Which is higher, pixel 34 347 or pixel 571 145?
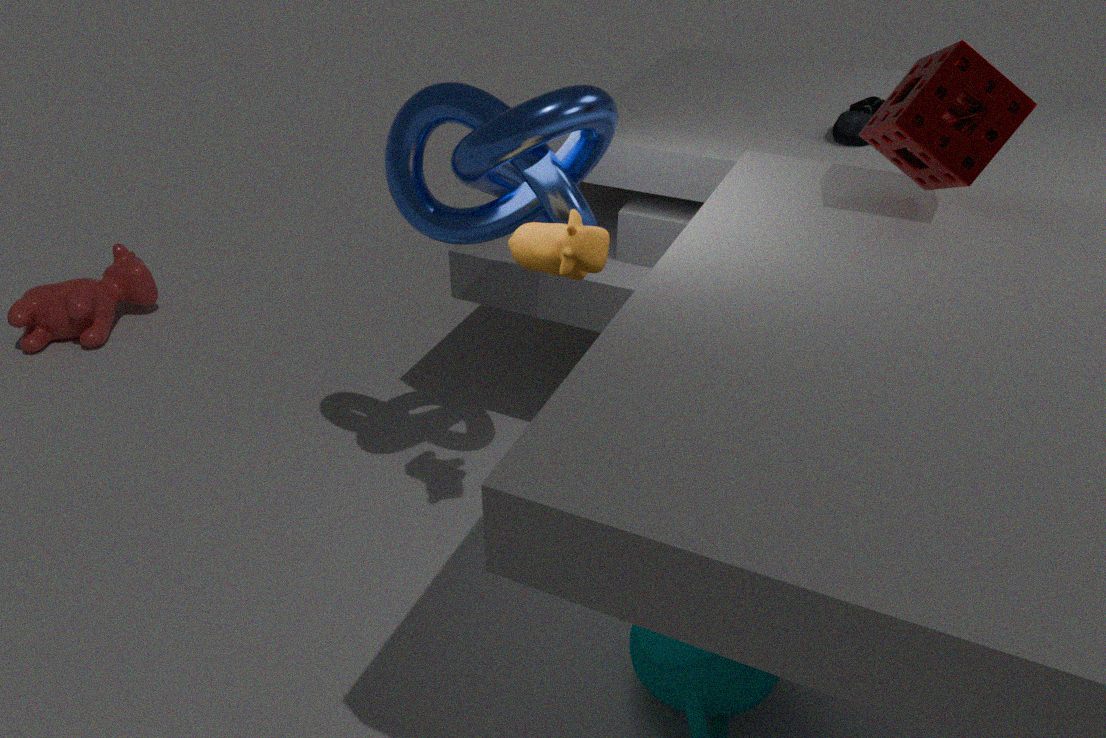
pixel 571 145
